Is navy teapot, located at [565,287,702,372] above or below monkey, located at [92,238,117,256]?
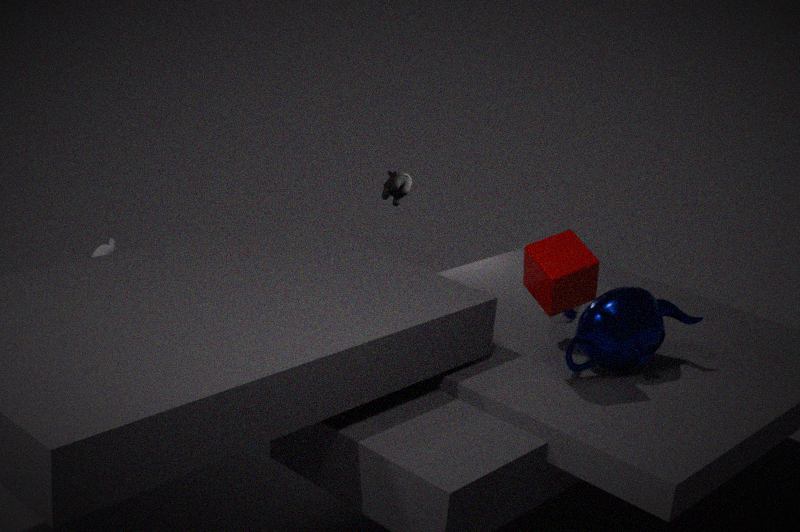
above
